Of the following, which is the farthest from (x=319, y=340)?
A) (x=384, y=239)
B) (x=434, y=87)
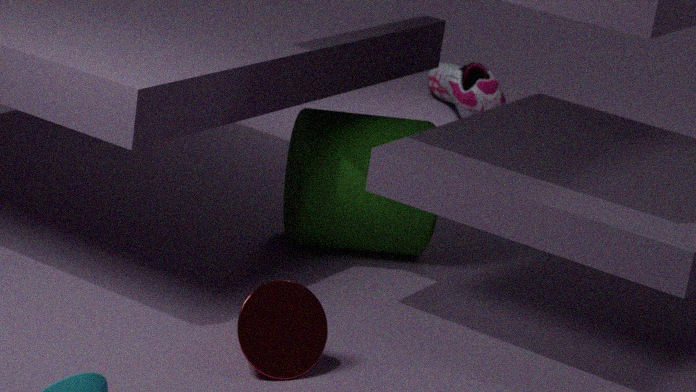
(x=434, y=87)
